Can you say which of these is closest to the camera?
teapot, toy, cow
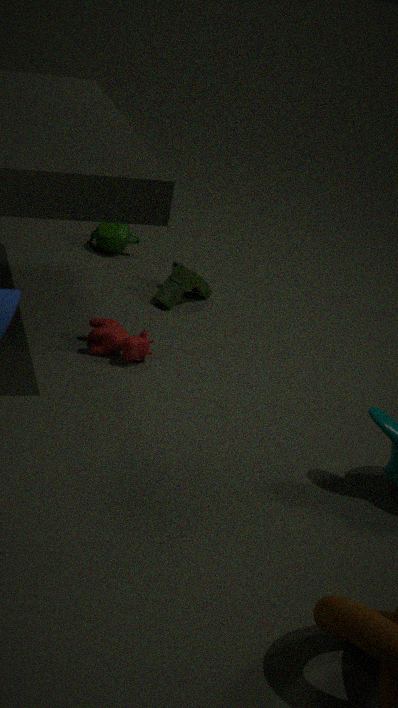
cow
